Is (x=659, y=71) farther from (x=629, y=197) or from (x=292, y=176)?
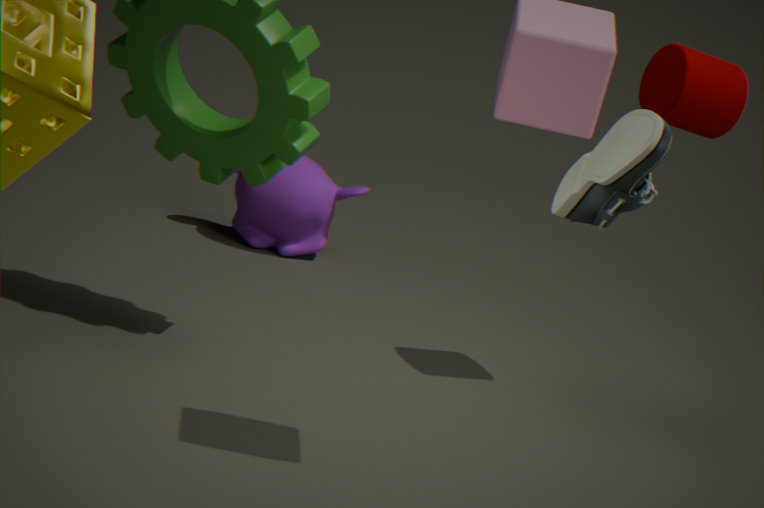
(x=292, y=176)
